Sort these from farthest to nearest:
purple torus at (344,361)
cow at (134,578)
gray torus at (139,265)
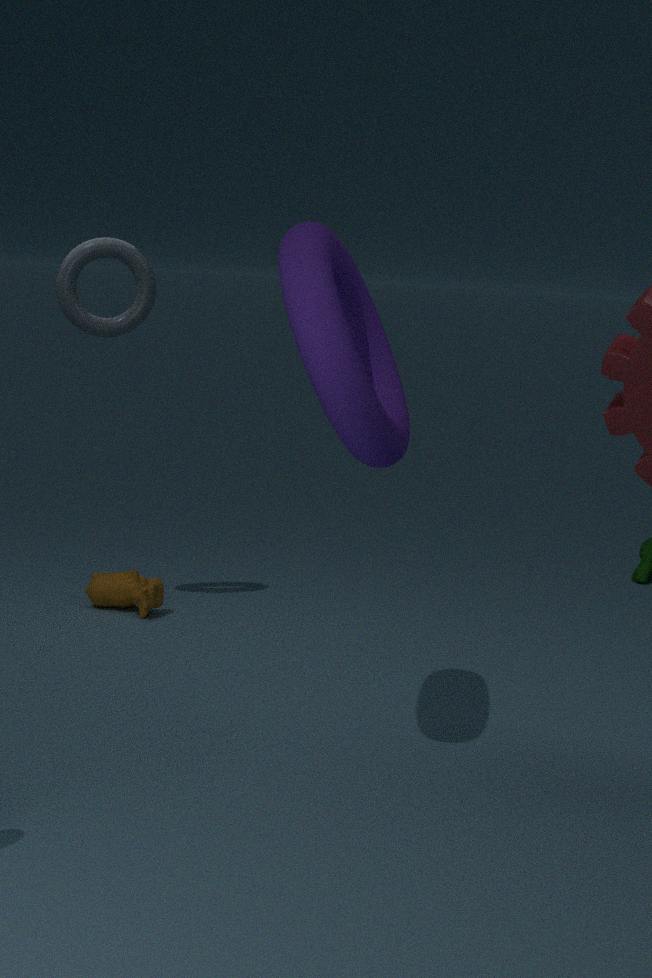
cow at (134,578), gray torus at (139,265), purple torus at (344,361)
